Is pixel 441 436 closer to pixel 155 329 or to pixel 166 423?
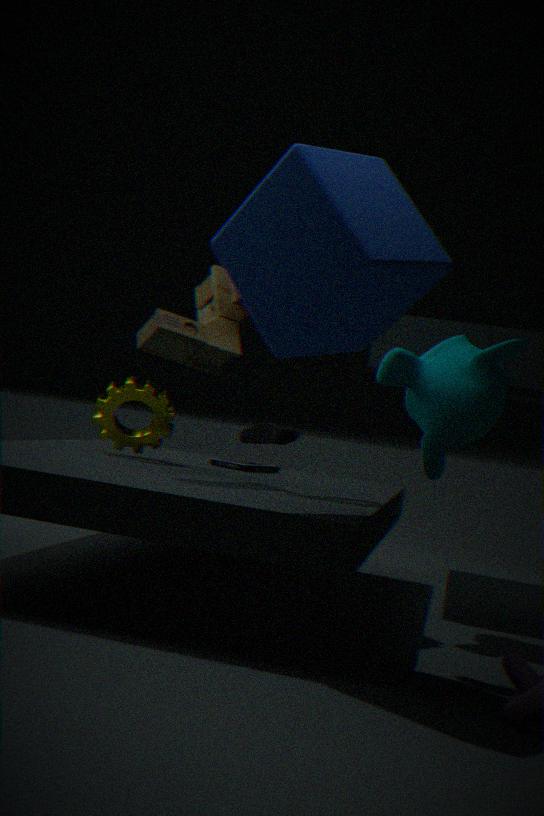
pixel 155 329
